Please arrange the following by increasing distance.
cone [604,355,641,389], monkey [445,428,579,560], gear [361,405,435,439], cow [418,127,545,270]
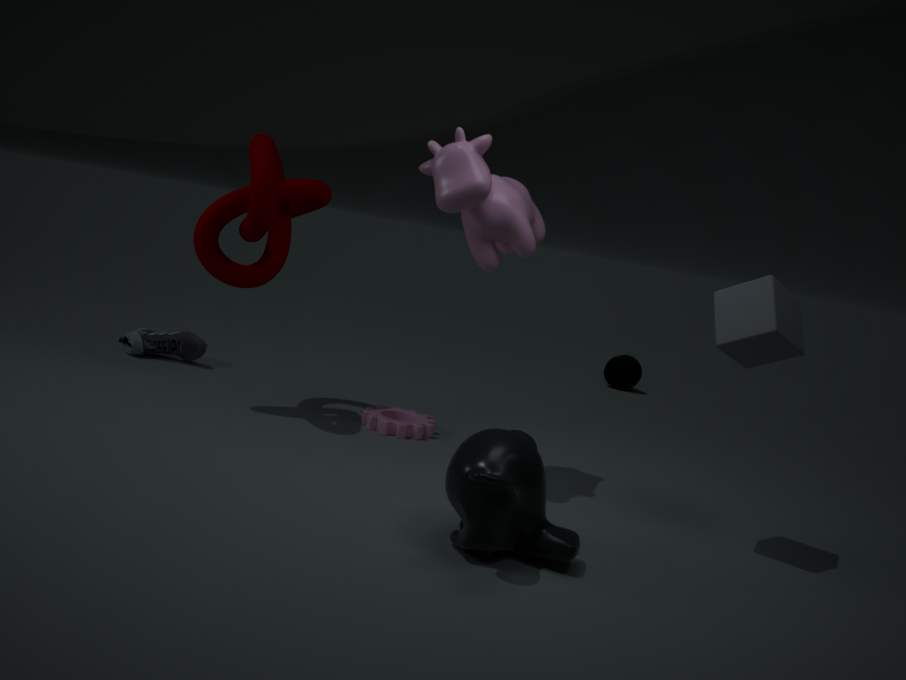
monkey [445,428,579,560] < cow [418,127,545,270] < gear [361,405,435,439] < cone [604,355,641,389]
